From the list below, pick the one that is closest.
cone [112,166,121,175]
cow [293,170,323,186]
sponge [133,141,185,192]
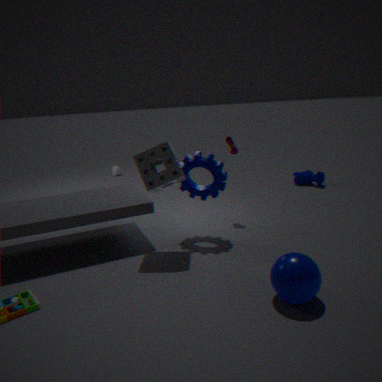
sponge [133,141,185,192]
